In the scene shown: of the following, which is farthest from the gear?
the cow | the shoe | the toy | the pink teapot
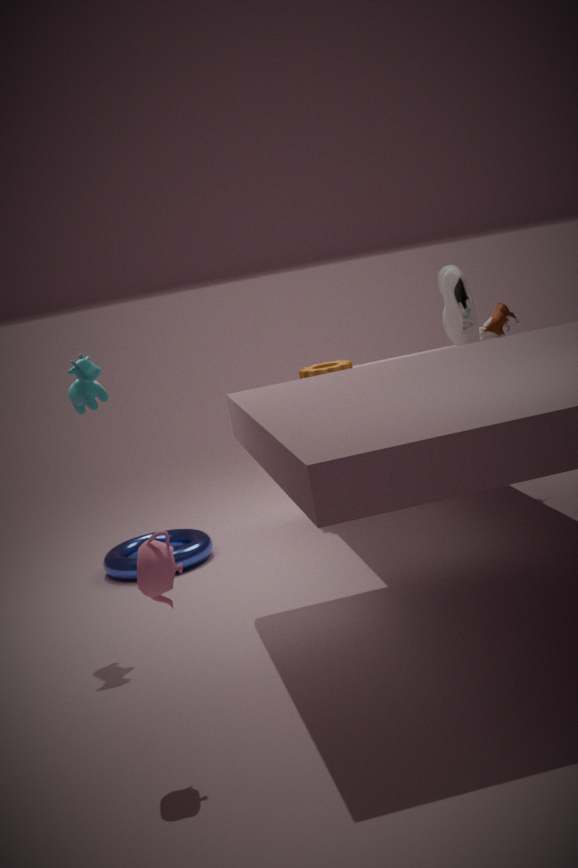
the pink teapot
